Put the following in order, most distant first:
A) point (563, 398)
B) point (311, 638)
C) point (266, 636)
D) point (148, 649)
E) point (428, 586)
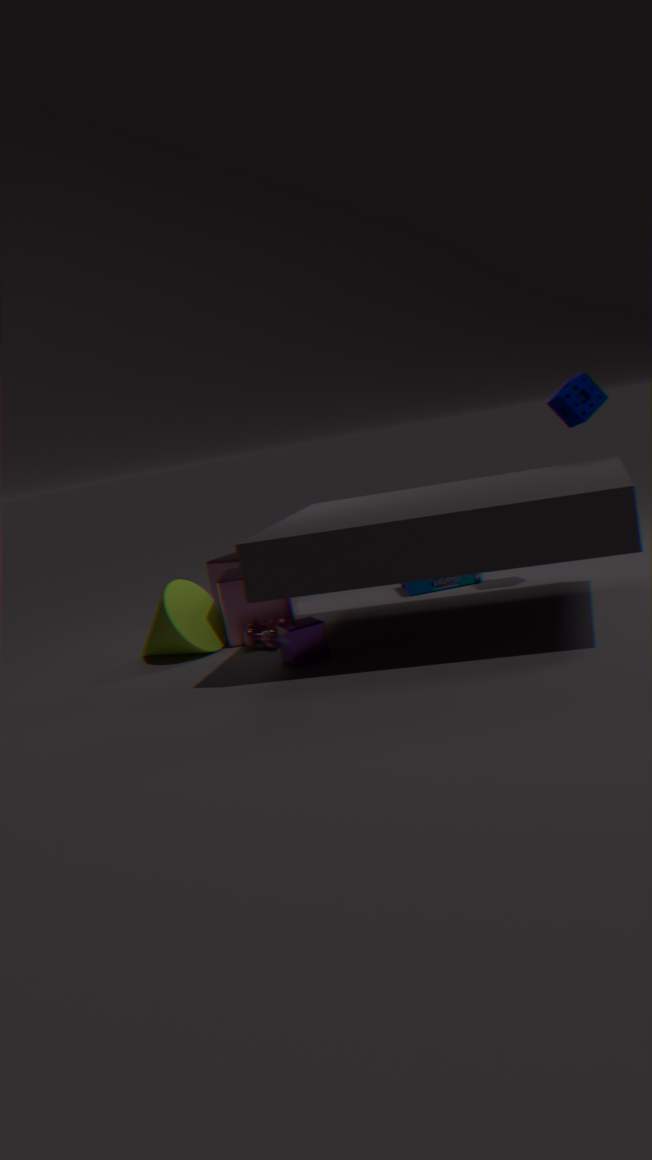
point (428, 586) < point (148, 649) < point (563, 398) < point (266, 636) < point (311, 638)
